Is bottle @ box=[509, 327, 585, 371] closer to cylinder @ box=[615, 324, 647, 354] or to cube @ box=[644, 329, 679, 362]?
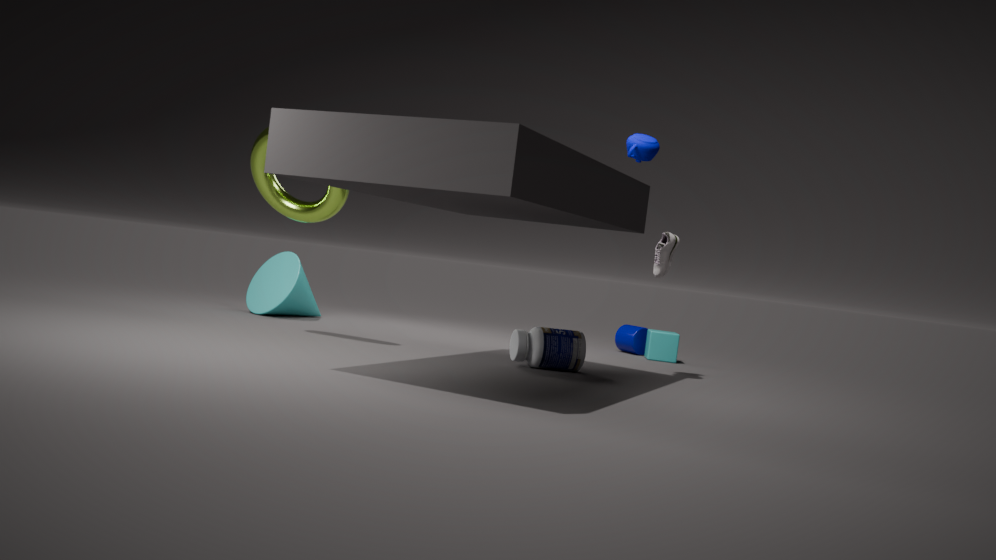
cube @ box=[644, 329, 679, 362]
